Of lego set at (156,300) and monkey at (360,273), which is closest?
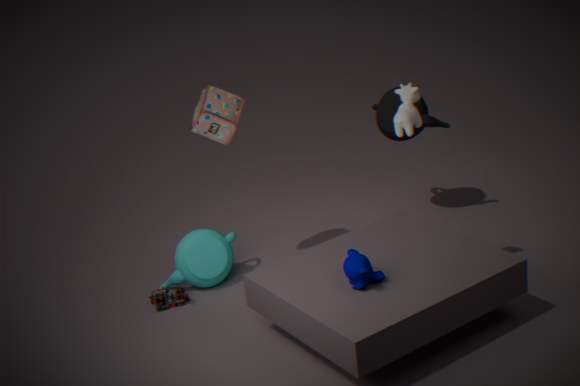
monkey at (360,273)
